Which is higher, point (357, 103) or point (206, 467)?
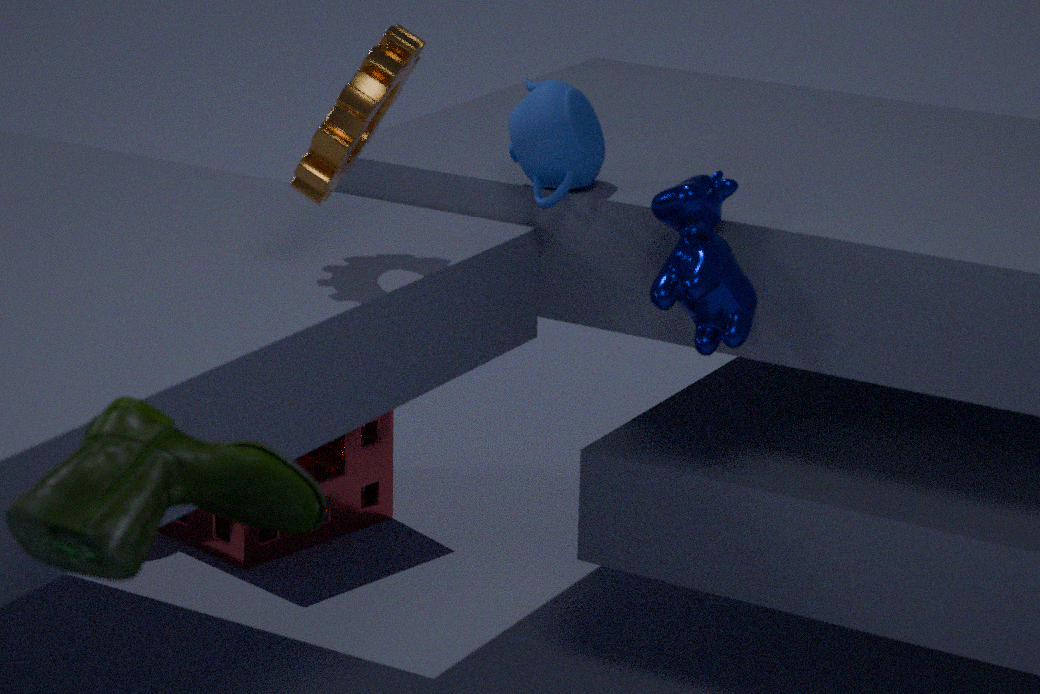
point (357, 103)
